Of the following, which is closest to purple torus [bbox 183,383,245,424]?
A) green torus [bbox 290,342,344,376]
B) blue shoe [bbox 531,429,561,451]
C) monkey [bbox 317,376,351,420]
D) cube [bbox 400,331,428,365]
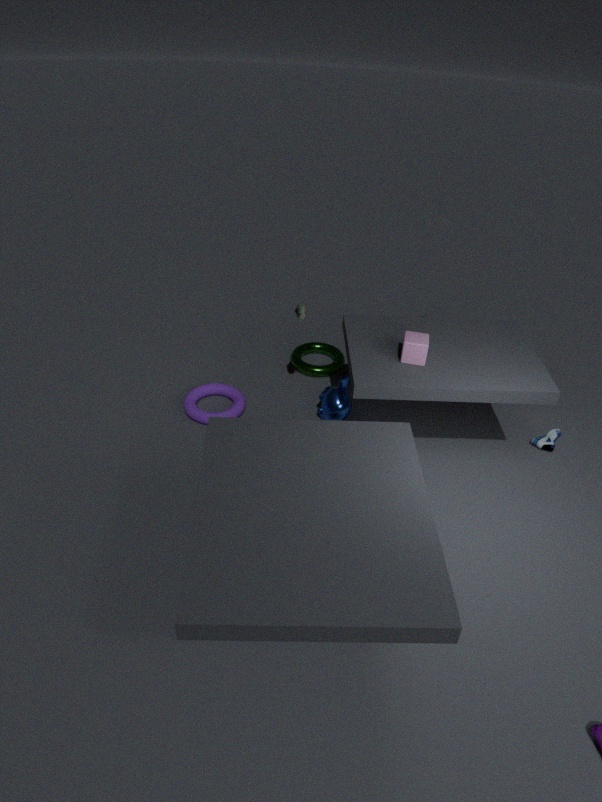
monkey [bbox 317,376,351,420]
